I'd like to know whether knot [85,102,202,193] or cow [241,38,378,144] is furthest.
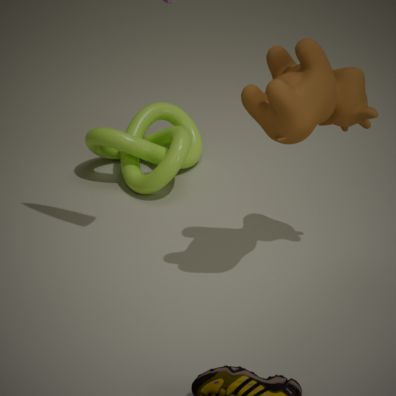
knot [85,102,202,193]
